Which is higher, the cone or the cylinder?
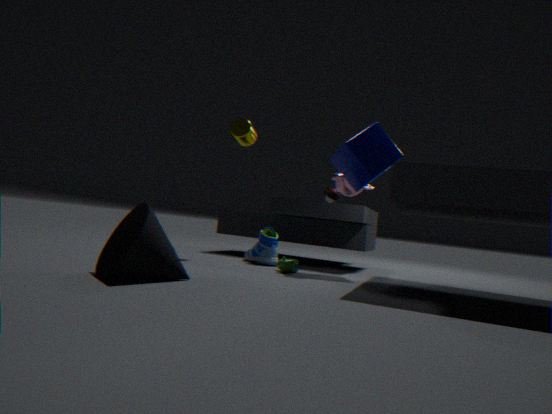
the cylinder
